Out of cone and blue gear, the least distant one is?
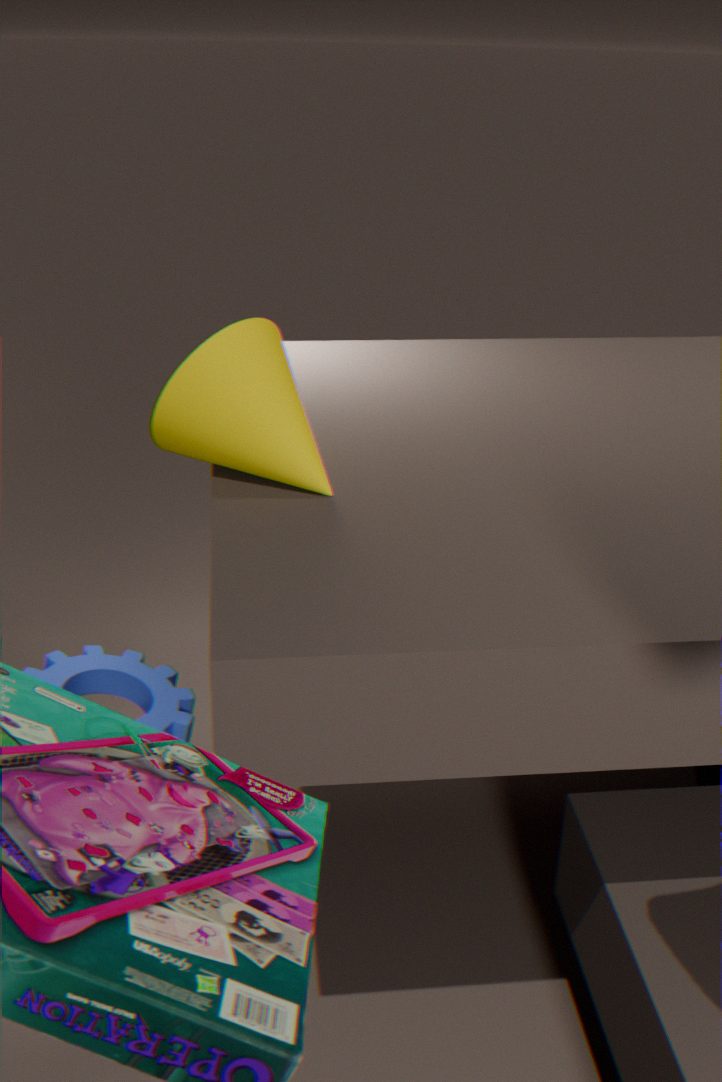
cone
